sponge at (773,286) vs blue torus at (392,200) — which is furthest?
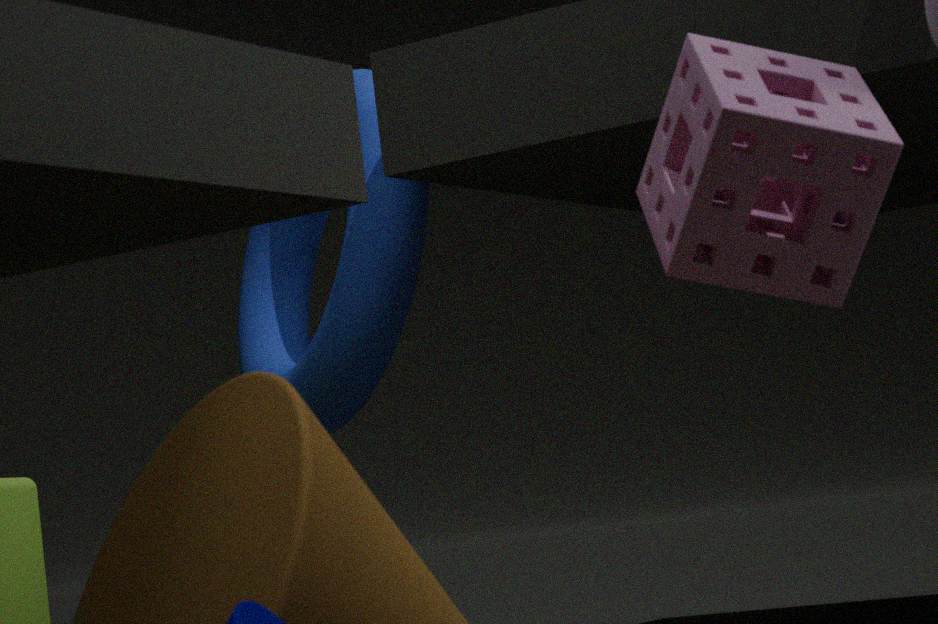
blue torus at (392,200)
